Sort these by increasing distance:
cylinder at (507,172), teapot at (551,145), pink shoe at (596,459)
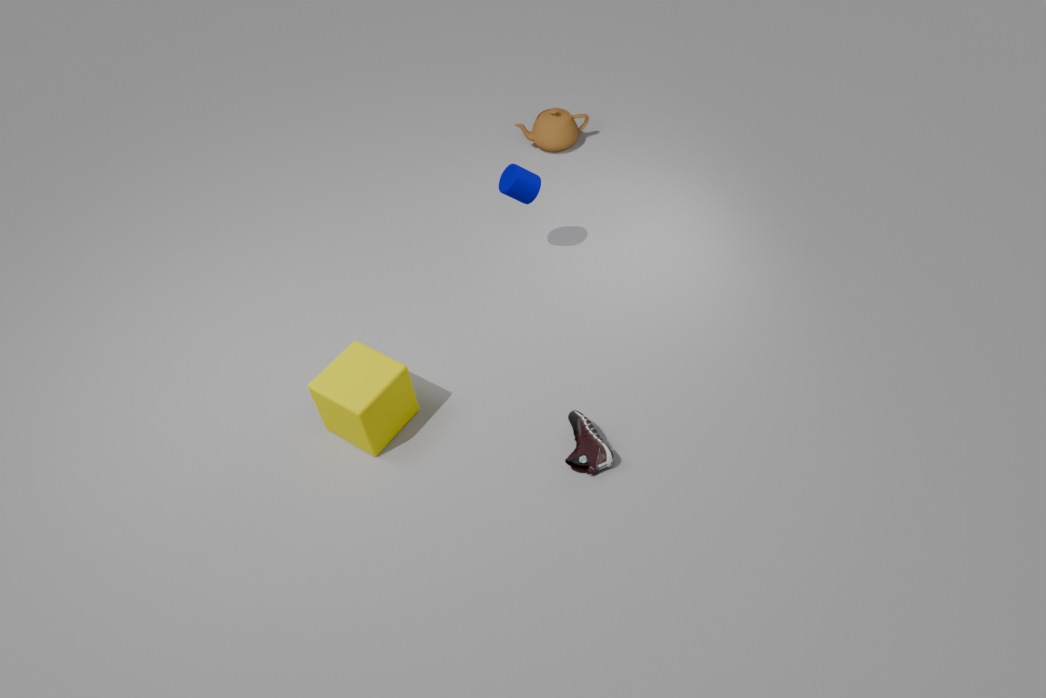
1. pink shoe at (596,459)
2. cylinder at (507,172)
3. teapot at (551,145)
